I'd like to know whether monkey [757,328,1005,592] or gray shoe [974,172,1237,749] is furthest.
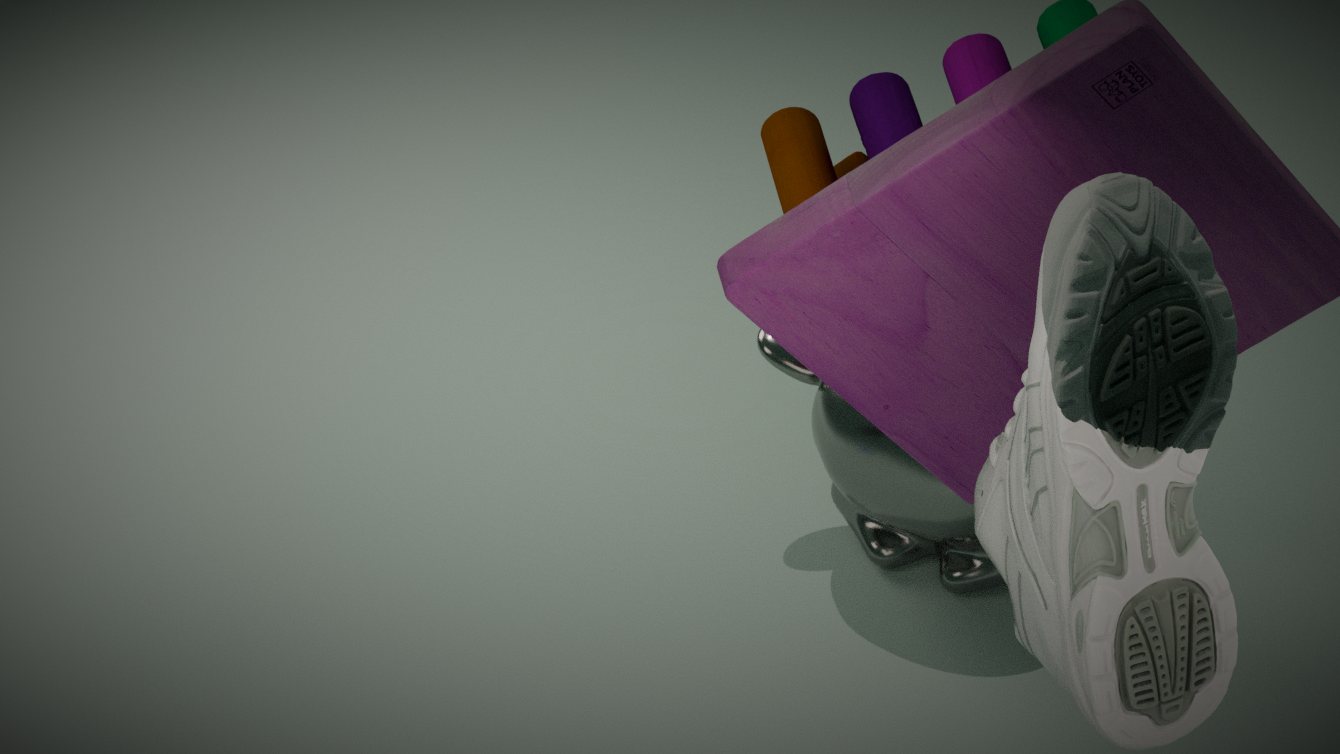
monkey [757,328,1005,592]
